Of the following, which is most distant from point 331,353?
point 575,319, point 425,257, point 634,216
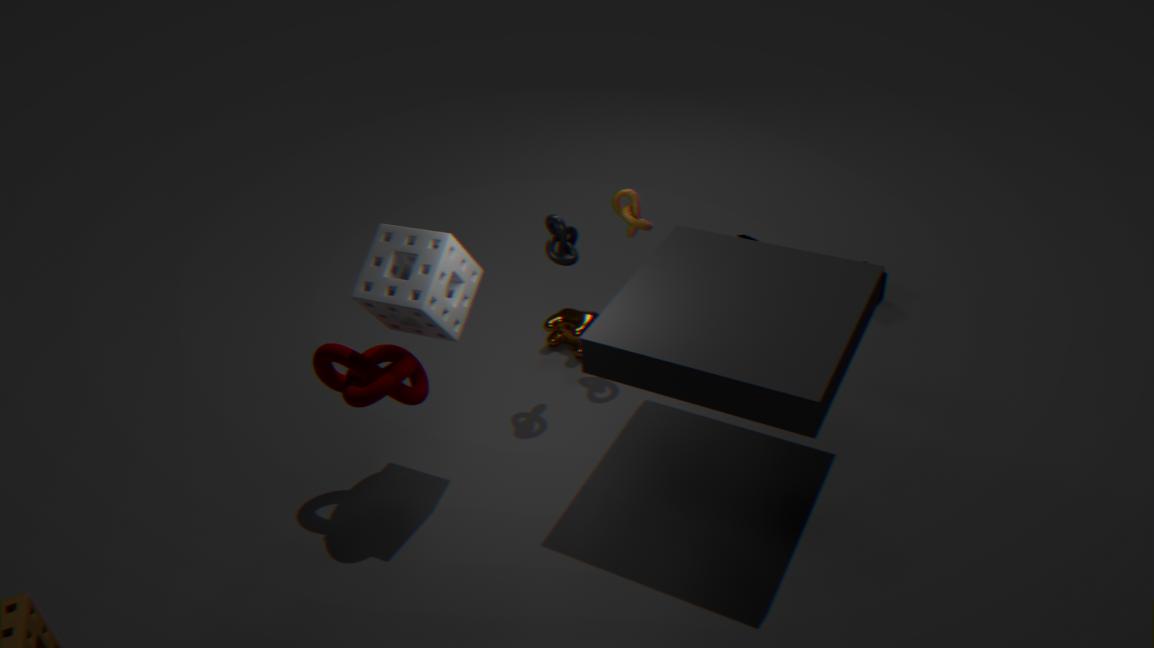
point 634,216
